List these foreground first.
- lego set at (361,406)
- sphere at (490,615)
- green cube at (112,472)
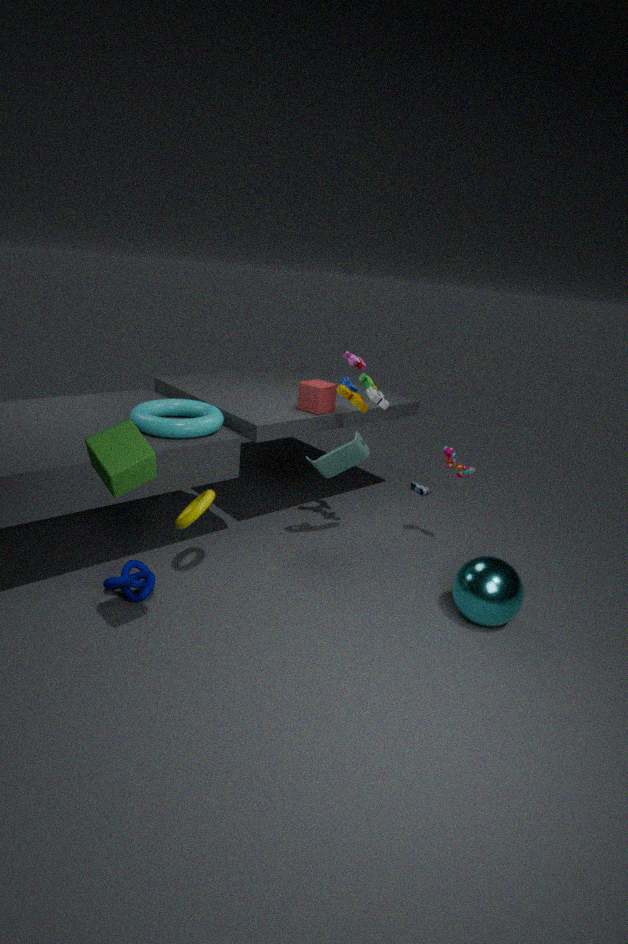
green cube at (112,472), sphere at (490,615), lego set at (361,406)
